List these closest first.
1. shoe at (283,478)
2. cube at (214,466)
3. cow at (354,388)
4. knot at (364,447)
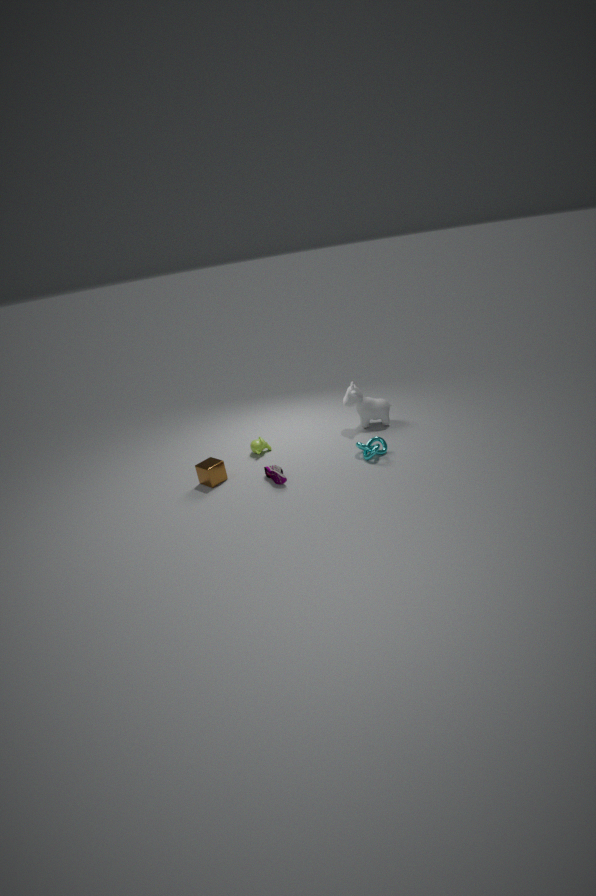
shoe at (283,478), knot at (364,447), cube at (214,466), cow at (354,388)
